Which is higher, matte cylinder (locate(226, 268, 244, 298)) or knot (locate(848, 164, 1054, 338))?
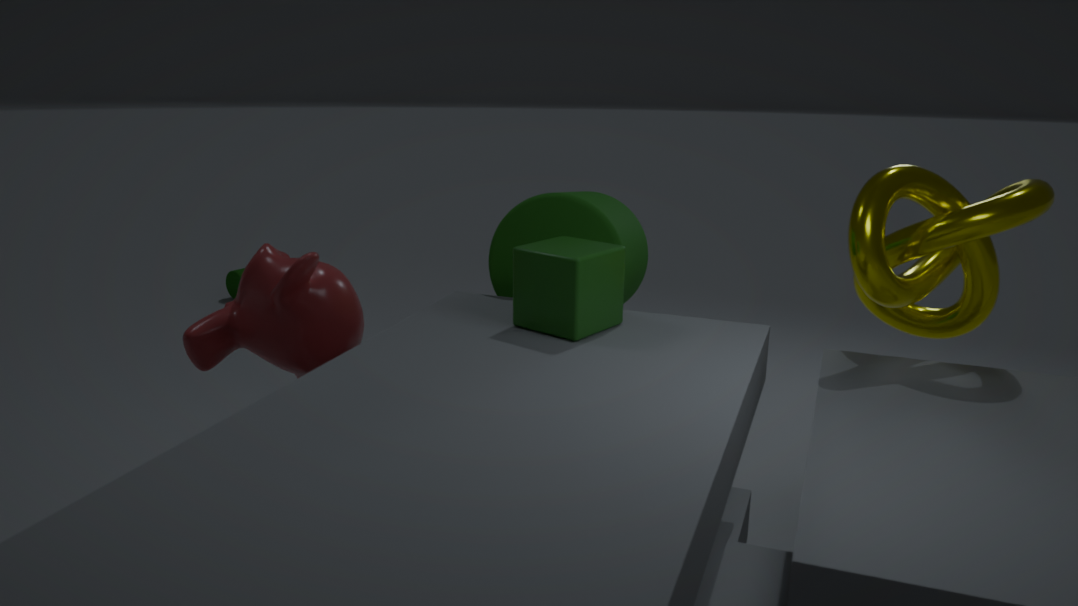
knot (locate(848, 164, 1054, 338))
